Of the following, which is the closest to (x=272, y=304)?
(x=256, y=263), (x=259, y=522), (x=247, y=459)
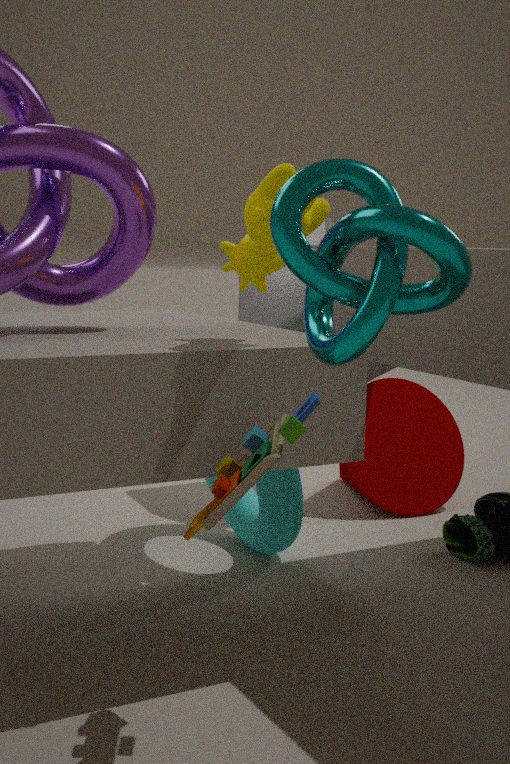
(x=259, y=522)
